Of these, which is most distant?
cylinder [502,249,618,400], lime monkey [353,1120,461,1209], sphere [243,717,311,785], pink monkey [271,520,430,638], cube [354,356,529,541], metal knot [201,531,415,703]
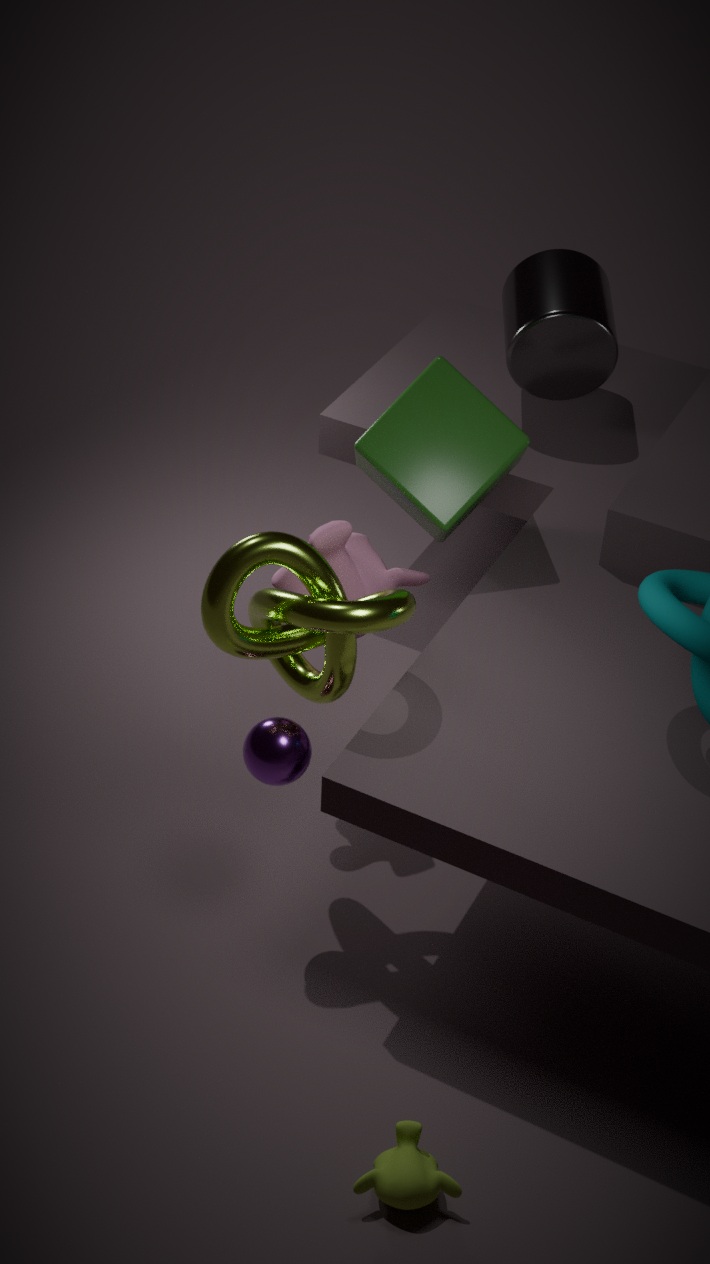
cylinder [502,249,618,400]
